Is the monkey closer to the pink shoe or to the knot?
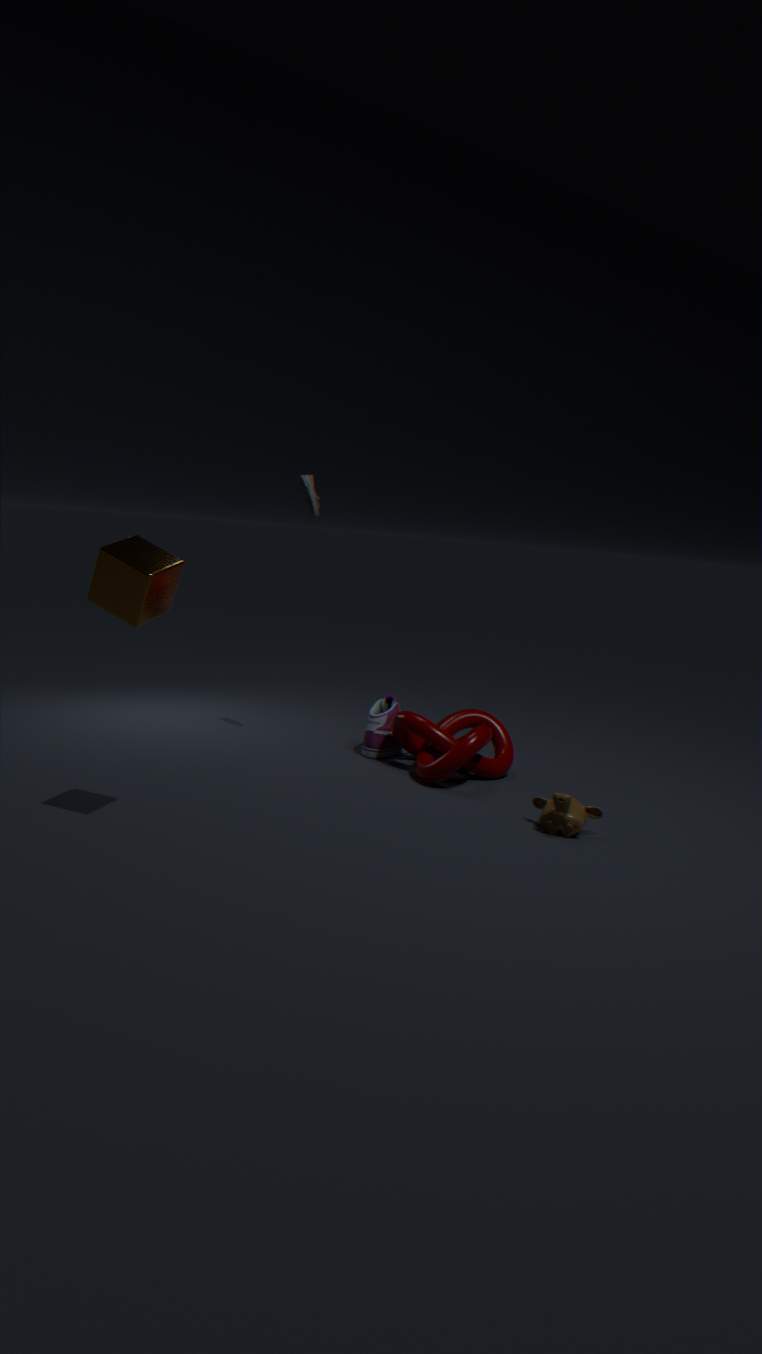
the knot
